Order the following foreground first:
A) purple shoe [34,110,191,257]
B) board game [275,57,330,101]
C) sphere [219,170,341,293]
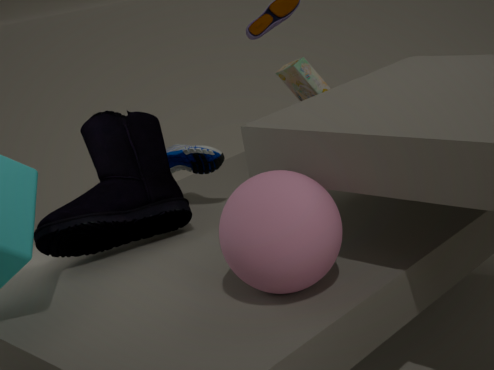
sphere [219,170,341,293] → purple shoe [34,110,191,257] → board game [275,57,330,101]
